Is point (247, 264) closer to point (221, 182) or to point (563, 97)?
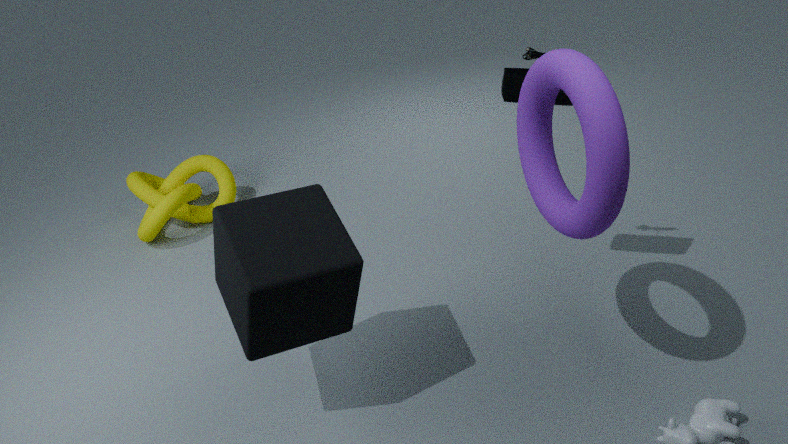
point (563, 97)
